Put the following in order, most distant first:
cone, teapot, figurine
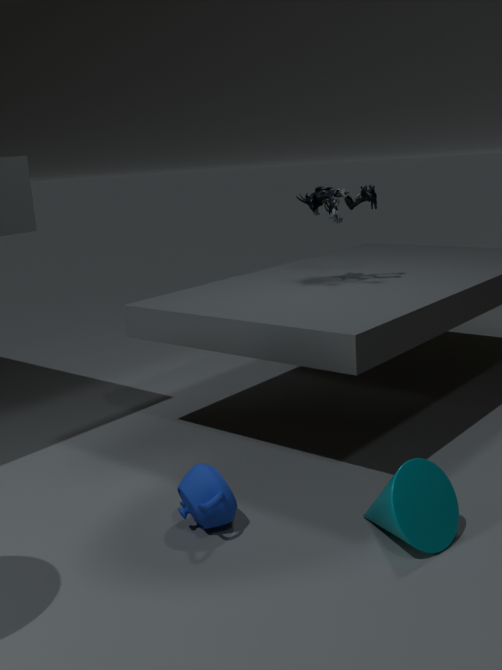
1. figurine
2. teapot
3. cone
